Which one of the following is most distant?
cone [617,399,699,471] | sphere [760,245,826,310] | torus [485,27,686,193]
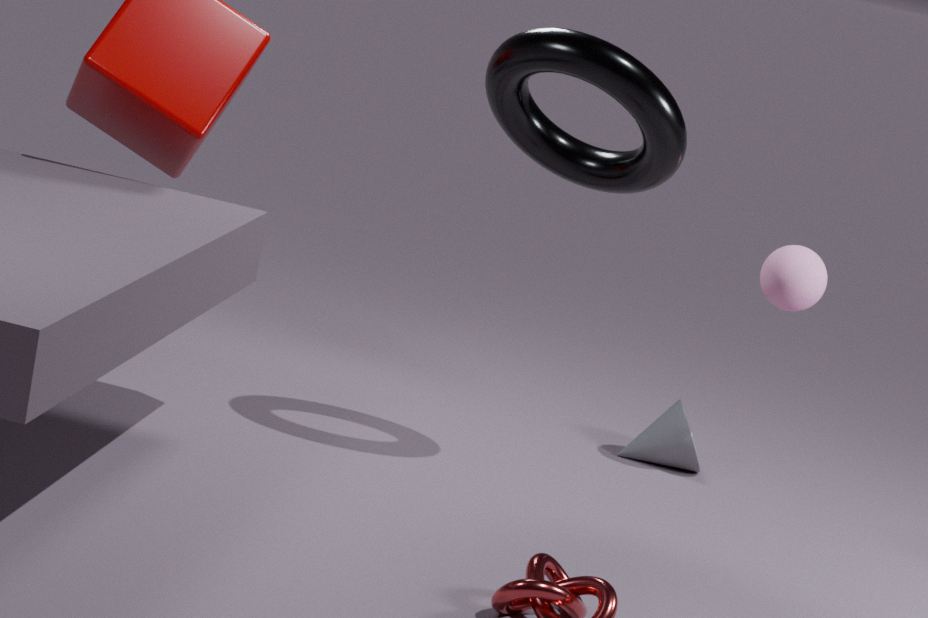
cone [617,399,699,471]
